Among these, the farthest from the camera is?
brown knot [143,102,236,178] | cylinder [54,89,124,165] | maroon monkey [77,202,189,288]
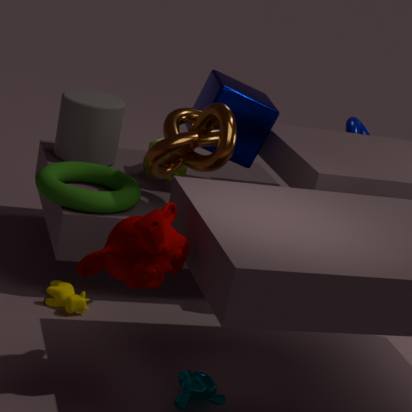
cylinder [54,89,124,165]
